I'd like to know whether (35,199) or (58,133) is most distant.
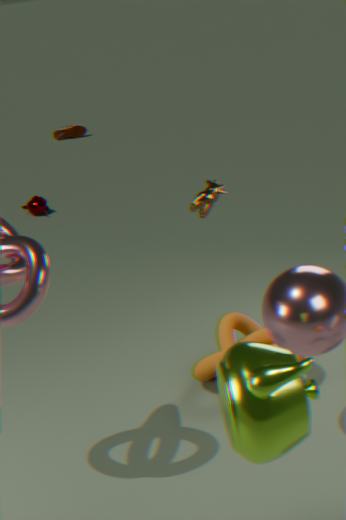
(58,133)
